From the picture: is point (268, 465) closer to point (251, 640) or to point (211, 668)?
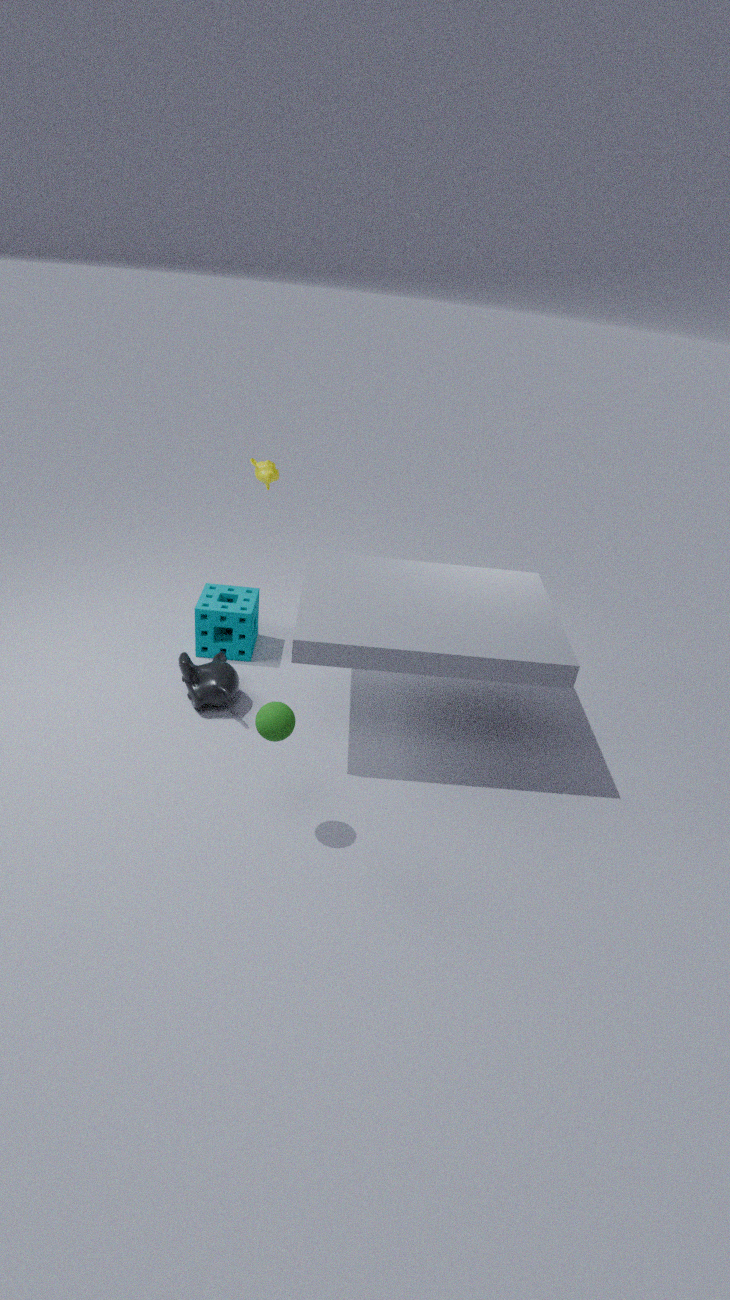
point (251, 640)
